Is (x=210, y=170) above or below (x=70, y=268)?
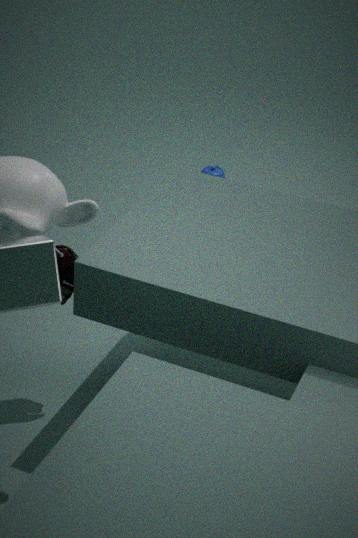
below
